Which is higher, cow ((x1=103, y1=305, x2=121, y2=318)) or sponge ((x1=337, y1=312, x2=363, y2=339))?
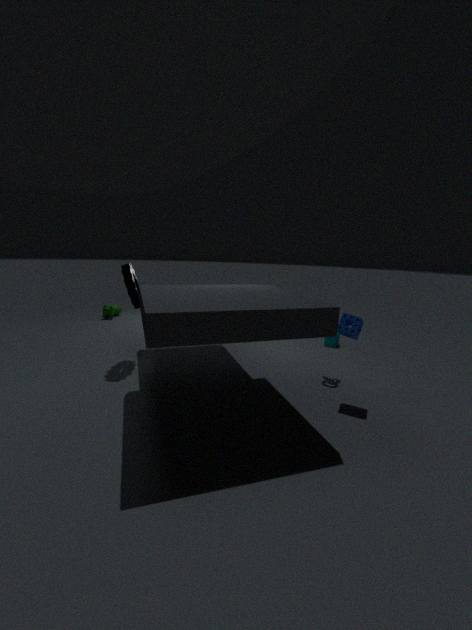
sponge ((x1=337, y1=312, x2=363, y2=339))
